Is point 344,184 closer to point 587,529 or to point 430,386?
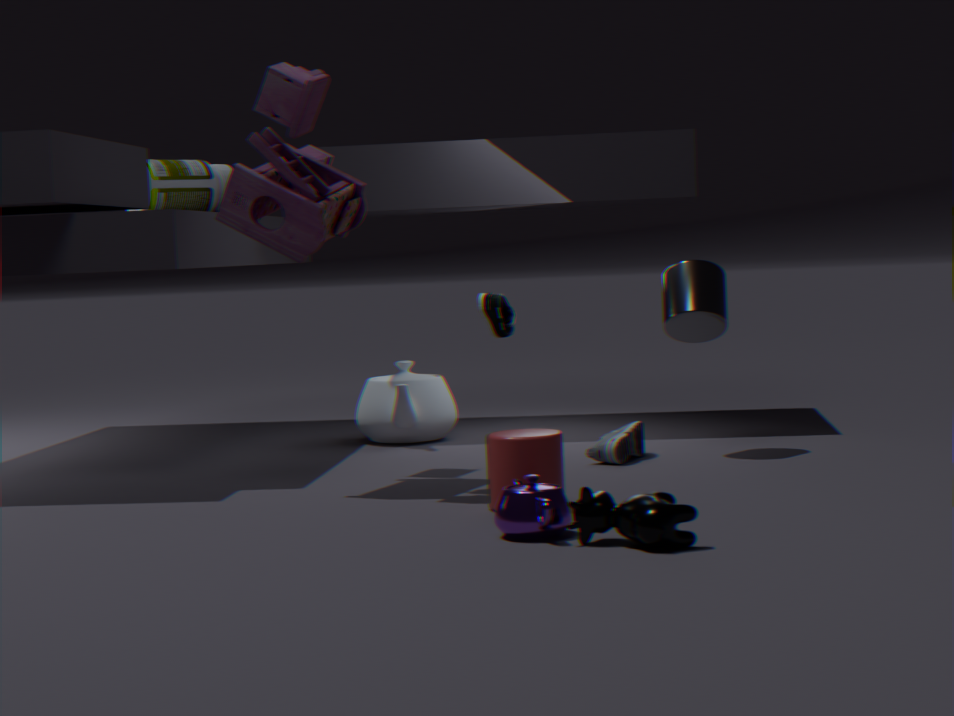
point 430,386
